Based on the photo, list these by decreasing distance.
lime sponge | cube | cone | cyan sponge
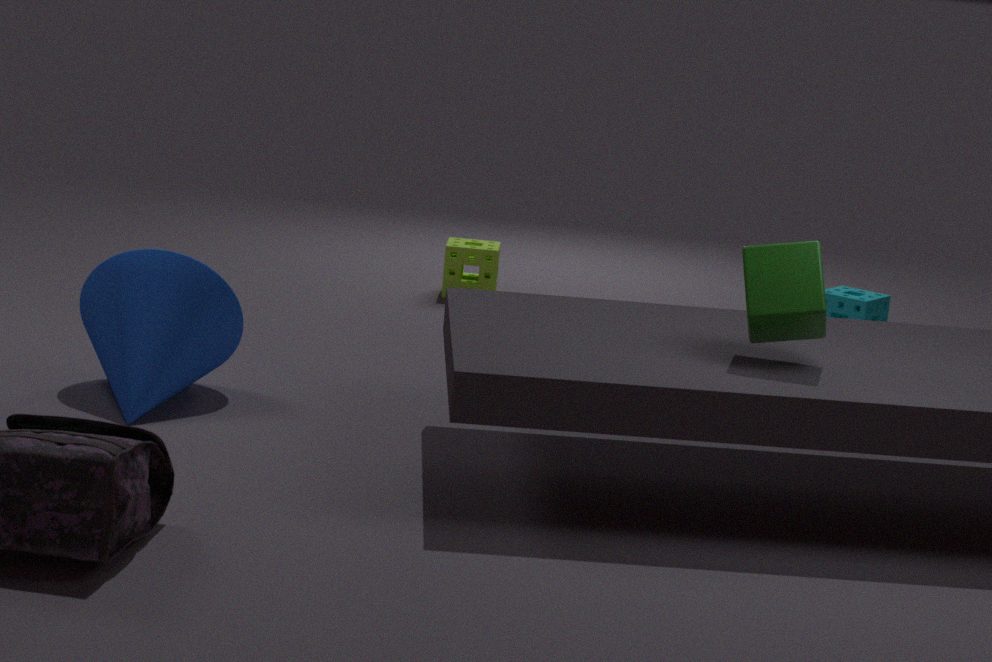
lime sponge < cyan sponge < cone < cube
